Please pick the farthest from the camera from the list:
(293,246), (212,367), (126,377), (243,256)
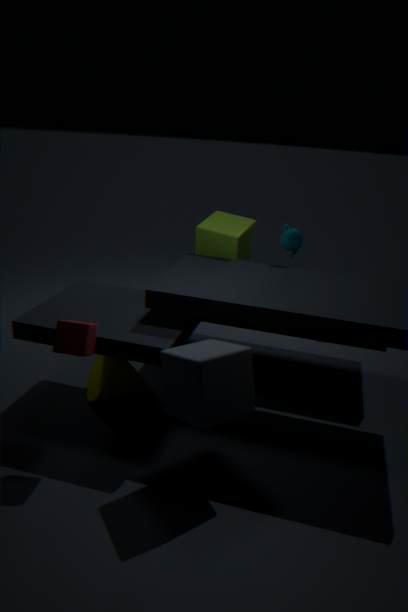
(243,256)
